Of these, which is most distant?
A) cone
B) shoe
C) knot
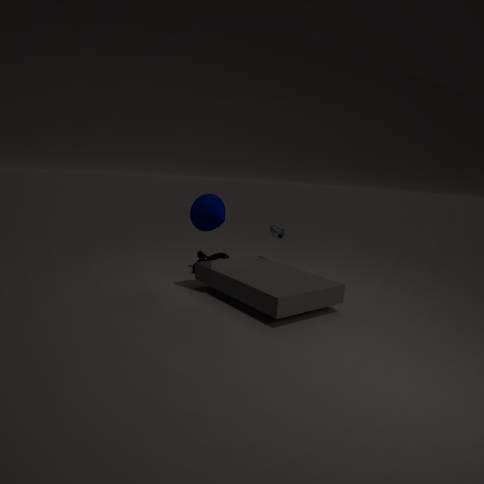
knot
